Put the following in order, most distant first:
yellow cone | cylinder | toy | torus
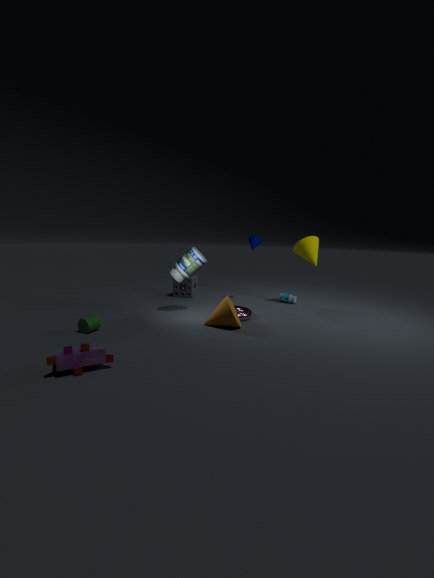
yellow cone, torus, cylinder, toy
